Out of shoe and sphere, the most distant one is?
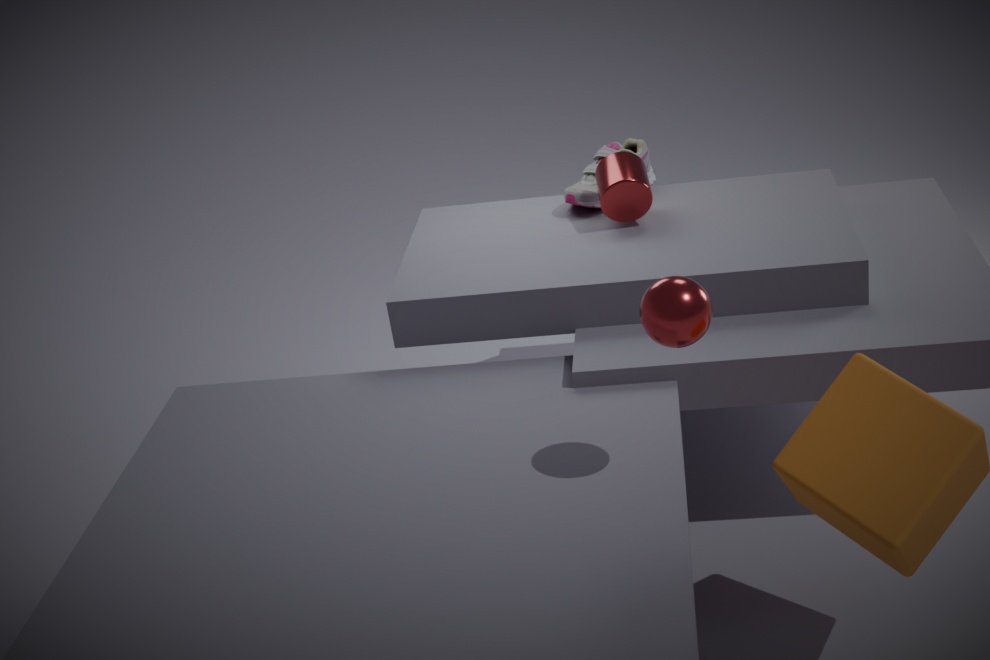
shoe
